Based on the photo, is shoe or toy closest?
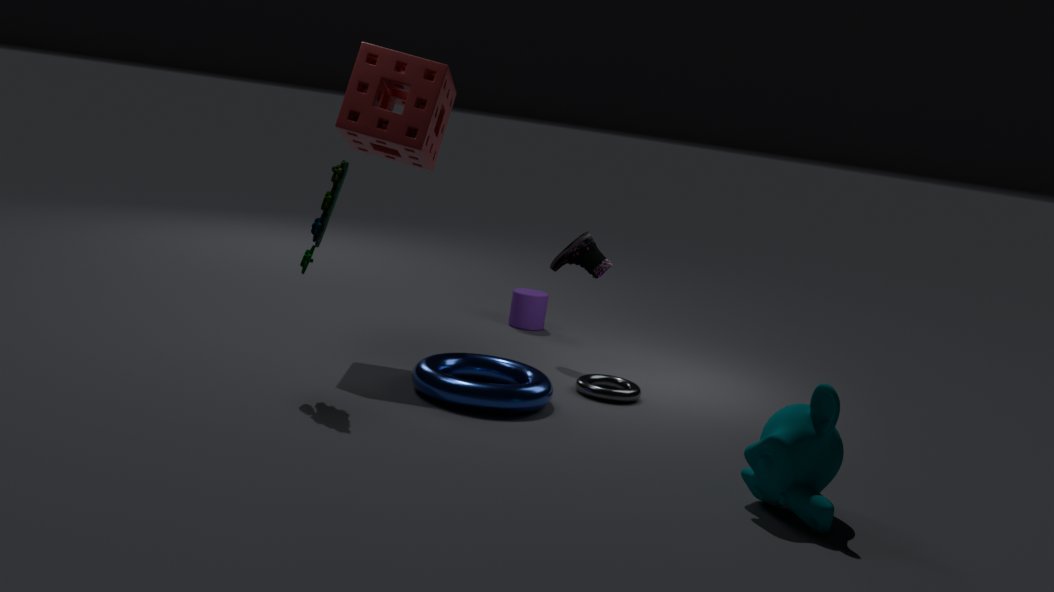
toy
